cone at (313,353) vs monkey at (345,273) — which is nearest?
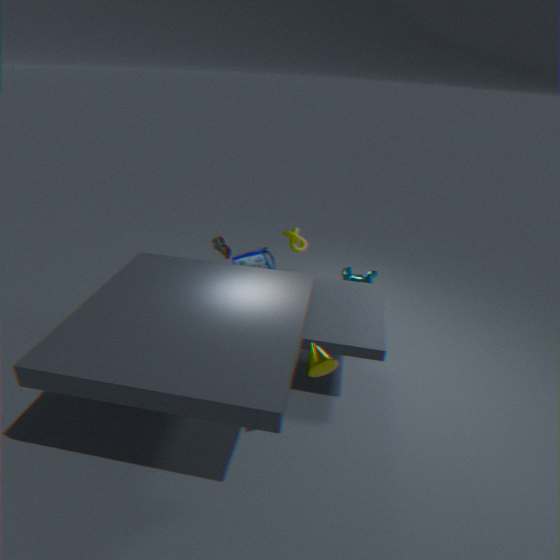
cone at (313,353)
